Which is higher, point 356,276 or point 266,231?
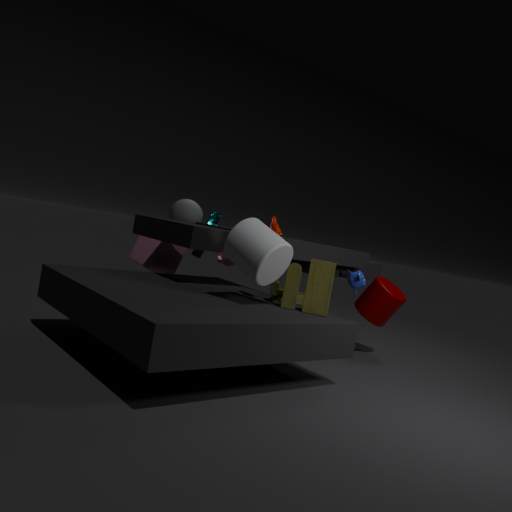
point 266,231
